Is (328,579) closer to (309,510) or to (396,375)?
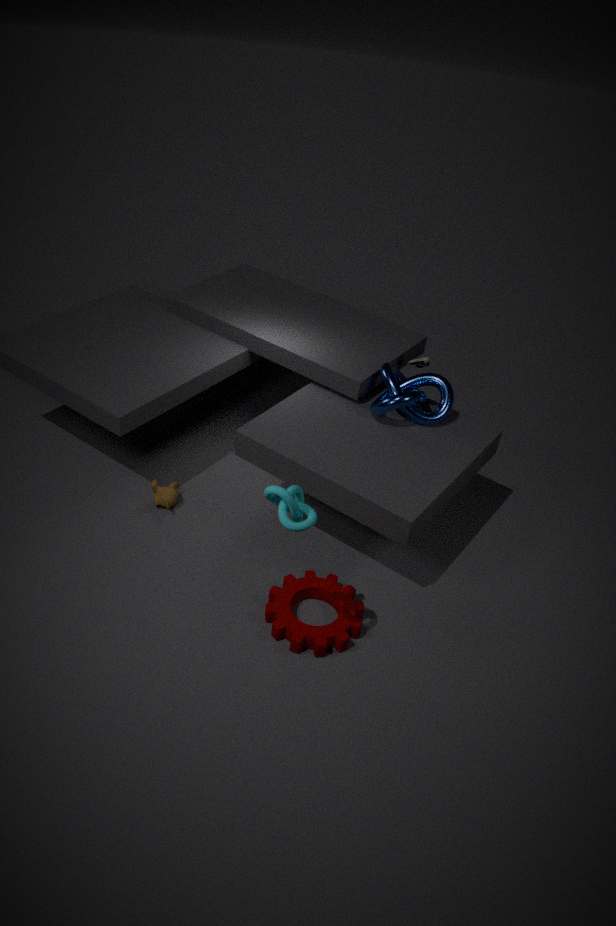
(309,510)
